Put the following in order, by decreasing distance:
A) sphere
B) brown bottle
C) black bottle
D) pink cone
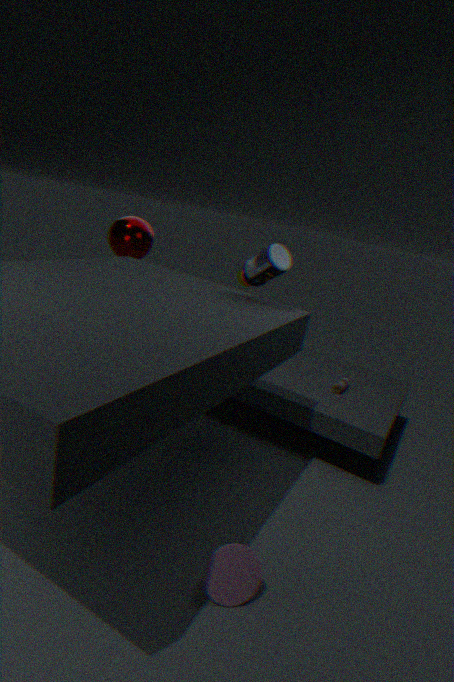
sphere < brown bottle < black bottle < pink cone
